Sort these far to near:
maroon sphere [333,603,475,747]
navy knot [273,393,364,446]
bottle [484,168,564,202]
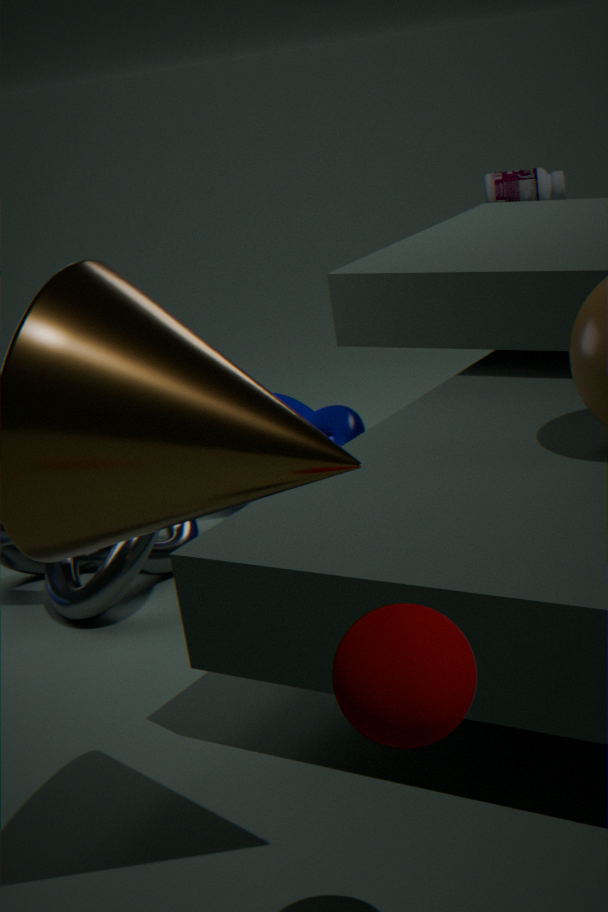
bottle [484,168,564,202] → navy knot [273,393,364,446] → maroon sphere [333,603,475,747]
